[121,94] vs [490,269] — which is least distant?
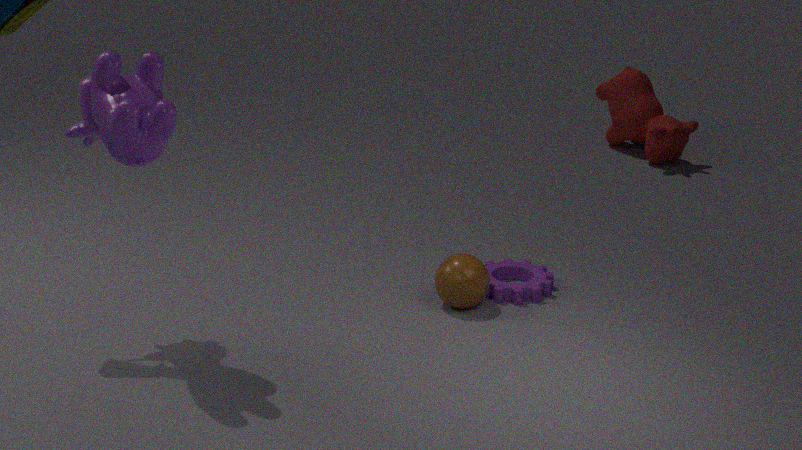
[121,94]
